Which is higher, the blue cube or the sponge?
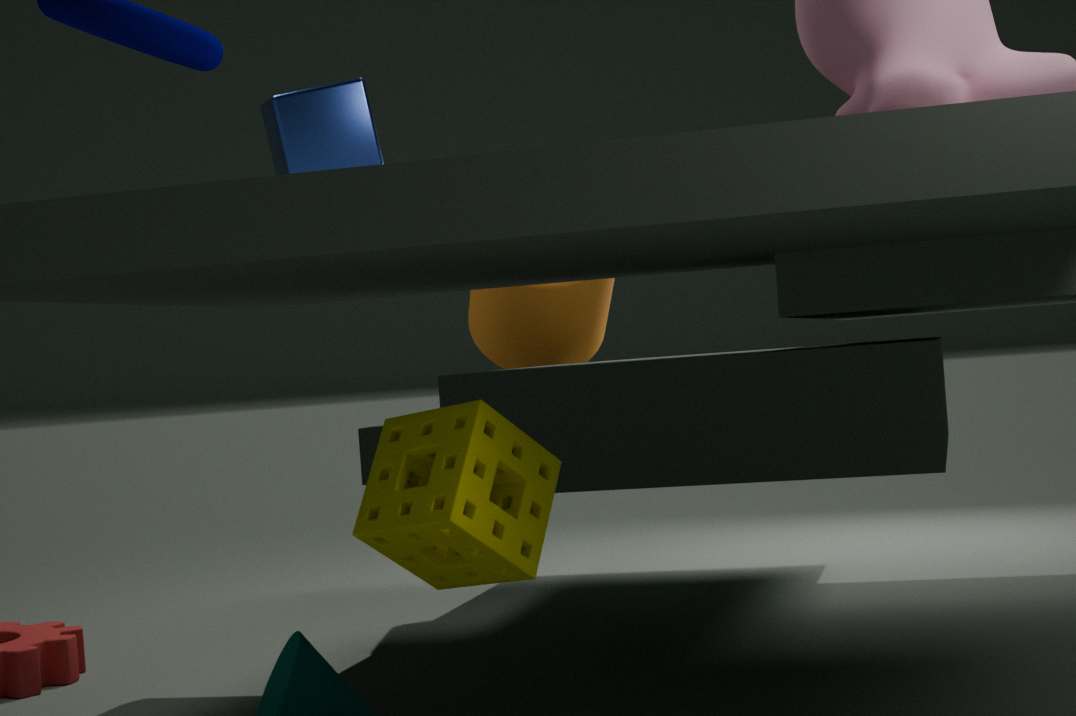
the blue cube
